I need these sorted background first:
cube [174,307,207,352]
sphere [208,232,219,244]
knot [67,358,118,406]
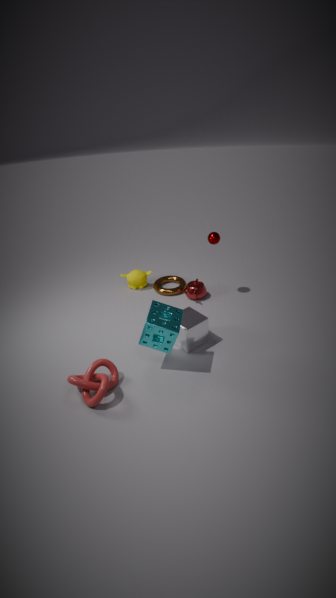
1. sphere [208,232,219,244]
2. cube [174,307,207,352]
3. knot [67,358,118,406]
